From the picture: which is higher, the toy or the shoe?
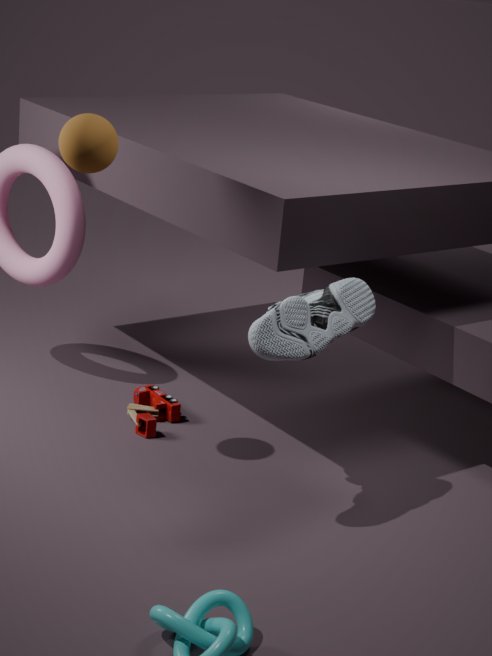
the shoe
